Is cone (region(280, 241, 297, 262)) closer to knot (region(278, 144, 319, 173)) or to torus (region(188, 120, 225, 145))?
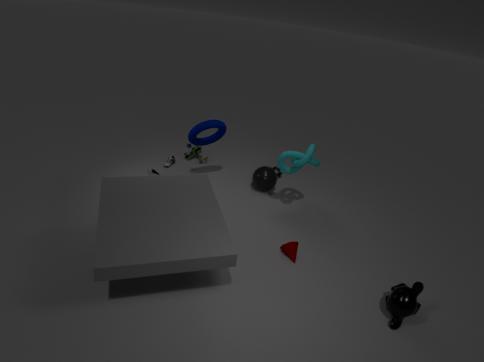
knot (region(278, 144, 319, 173))
